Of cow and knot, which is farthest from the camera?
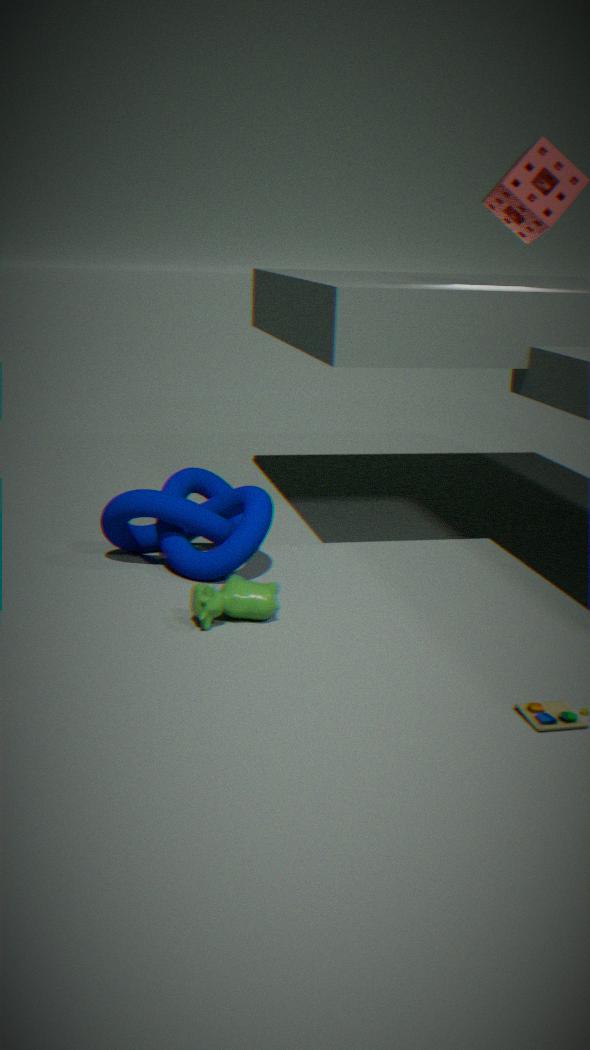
knot
